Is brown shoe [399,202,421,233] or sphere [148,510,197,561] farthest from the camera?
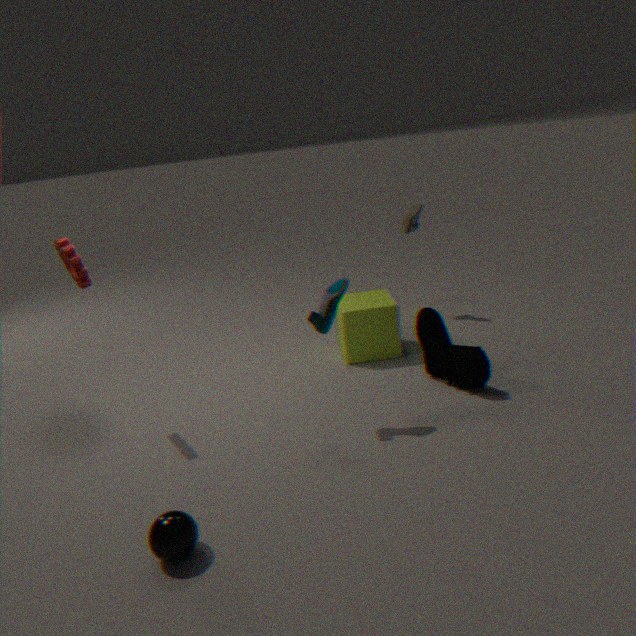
brown shoe [399,202,421,233]
